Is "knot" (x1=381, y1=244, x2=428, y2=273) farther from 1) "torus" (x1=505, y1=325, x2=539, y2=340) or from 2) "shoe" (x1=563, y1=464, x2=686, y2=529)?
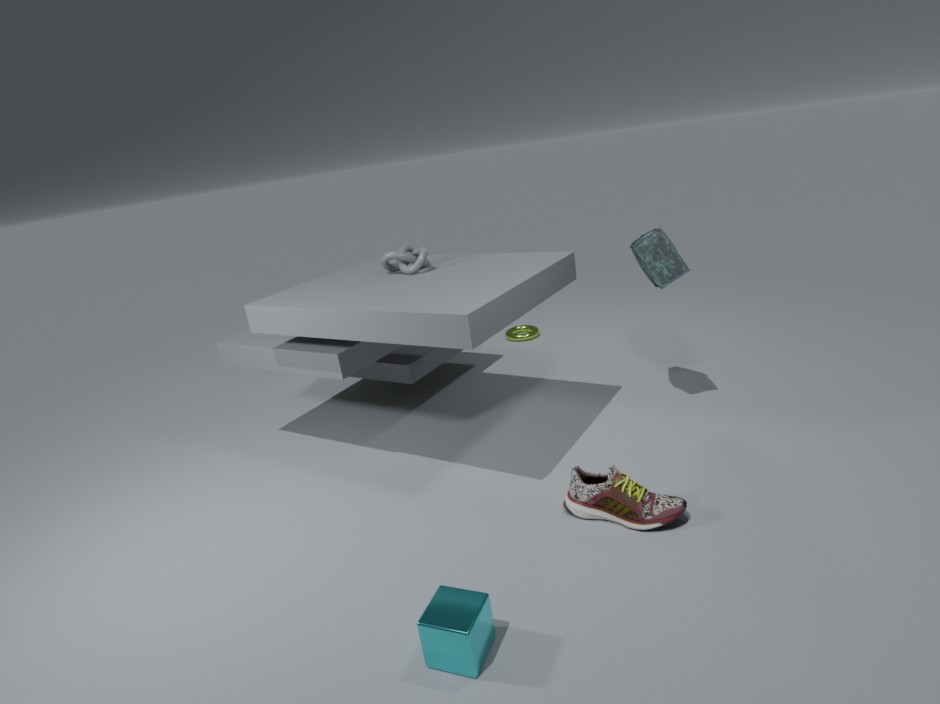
1) "torus" (x1=505, y1=325, x2=539, y2=340)
